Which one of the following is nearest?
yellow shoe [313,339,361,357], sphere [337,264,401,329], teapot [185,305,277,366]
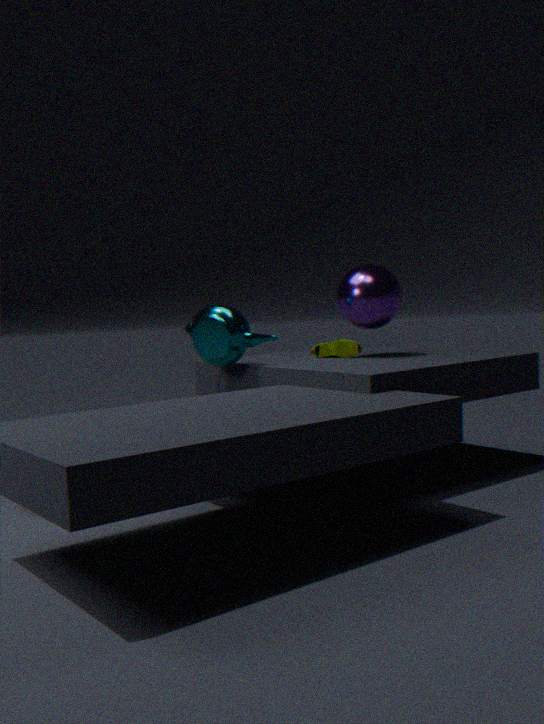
teapot [185,305,277,366]
